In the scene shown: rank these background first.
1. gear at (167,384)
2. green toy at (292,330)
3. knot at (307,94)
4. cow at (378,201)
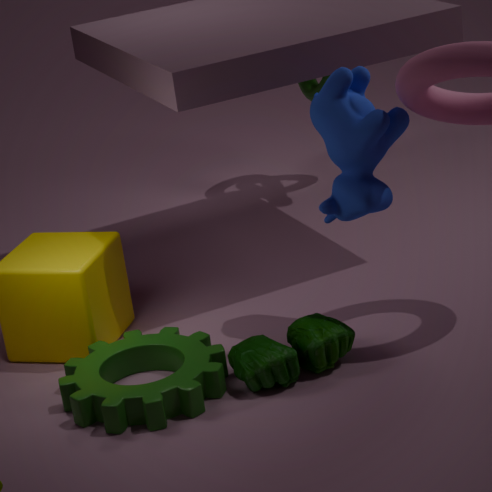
knot at (307,94) < cow at (378,201) < green toy at (292,330) < gear at (167,384)
